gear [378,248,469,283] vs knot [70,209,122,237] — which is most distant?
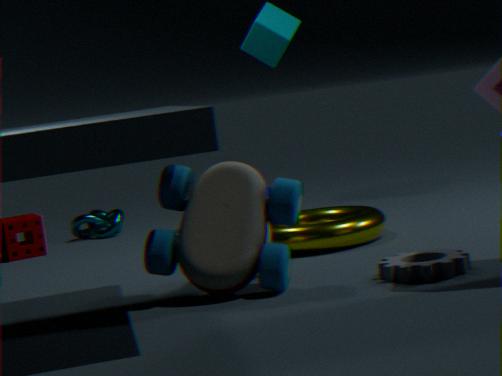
knot [70,209,122,237]
